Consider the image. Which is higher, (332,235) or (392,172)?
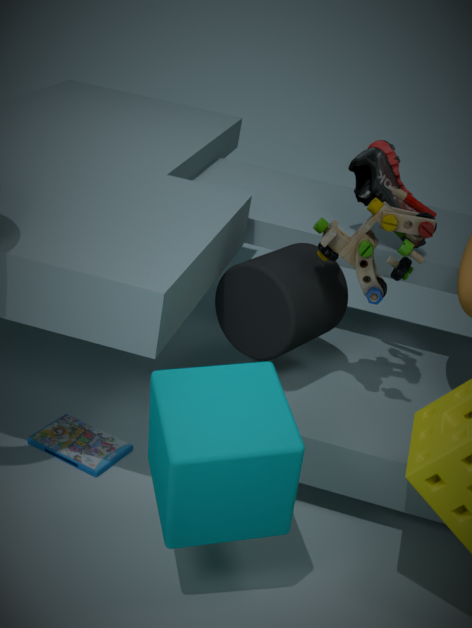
(392,172)
